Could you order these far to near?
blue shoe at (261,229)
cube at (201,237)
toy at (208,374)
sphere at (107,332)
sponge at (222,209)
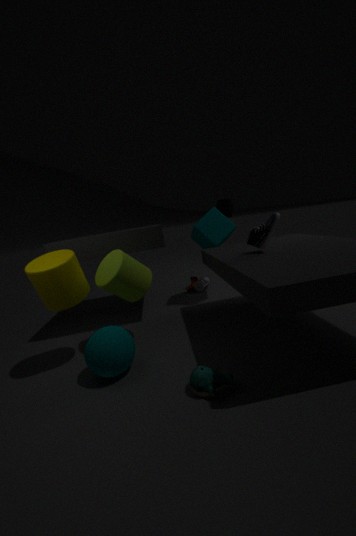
sponge at (222,209) → cube at (201,237) → blue shoe at (261,229) → sphere at (107,332) → toy at (208,374)
